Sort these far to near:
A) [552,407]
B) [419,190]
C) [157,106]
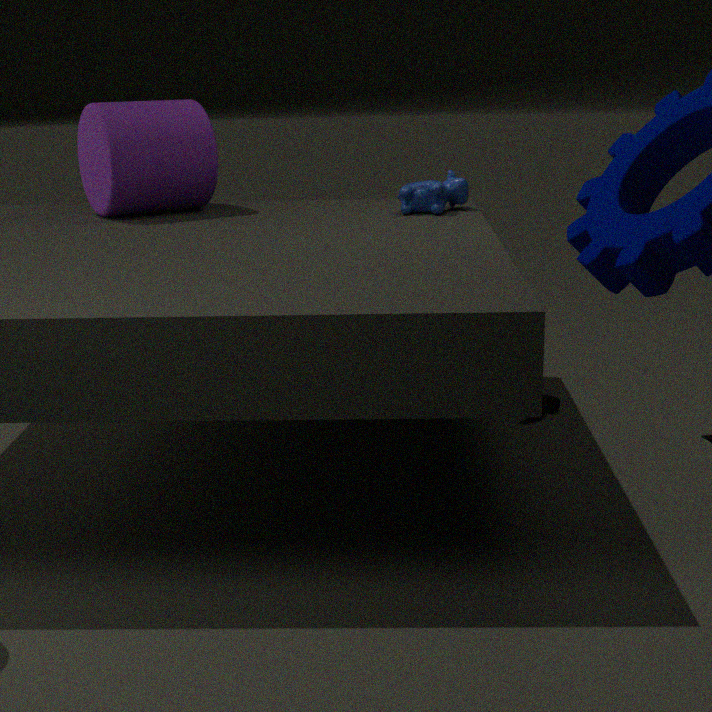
[552,407] → [157,106] → [419,190]
